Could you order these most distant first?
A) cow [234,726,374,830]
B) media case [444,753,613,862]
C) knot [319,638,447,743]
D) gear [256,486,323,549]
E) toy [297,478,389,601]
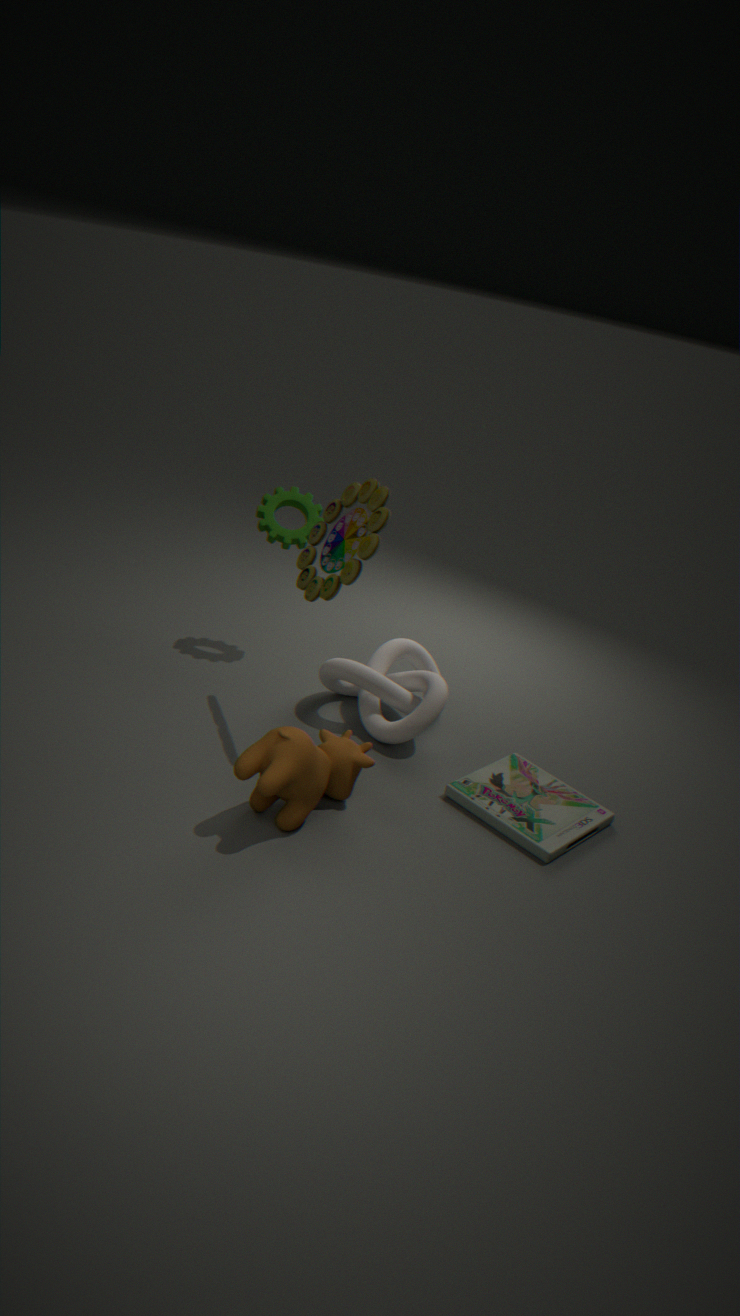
gear [256,486,323,549]
knot [319,638,447,743]
toy [297,478,389,601]
media case [444,753,613,862]
cow [234,726,374,830]
